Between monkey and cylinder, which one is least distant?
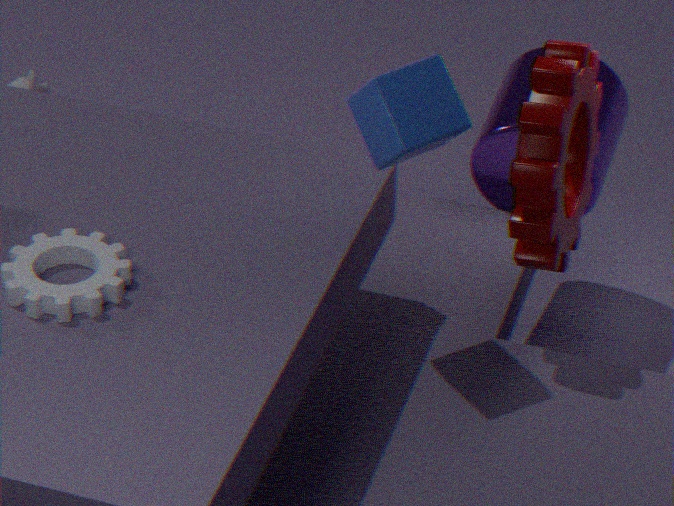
cylinder
